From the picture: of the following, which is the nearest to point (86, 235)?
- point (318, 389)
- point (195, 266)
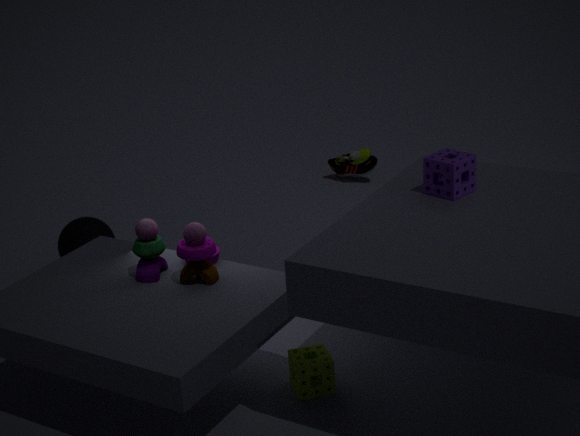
point (195, 266)
